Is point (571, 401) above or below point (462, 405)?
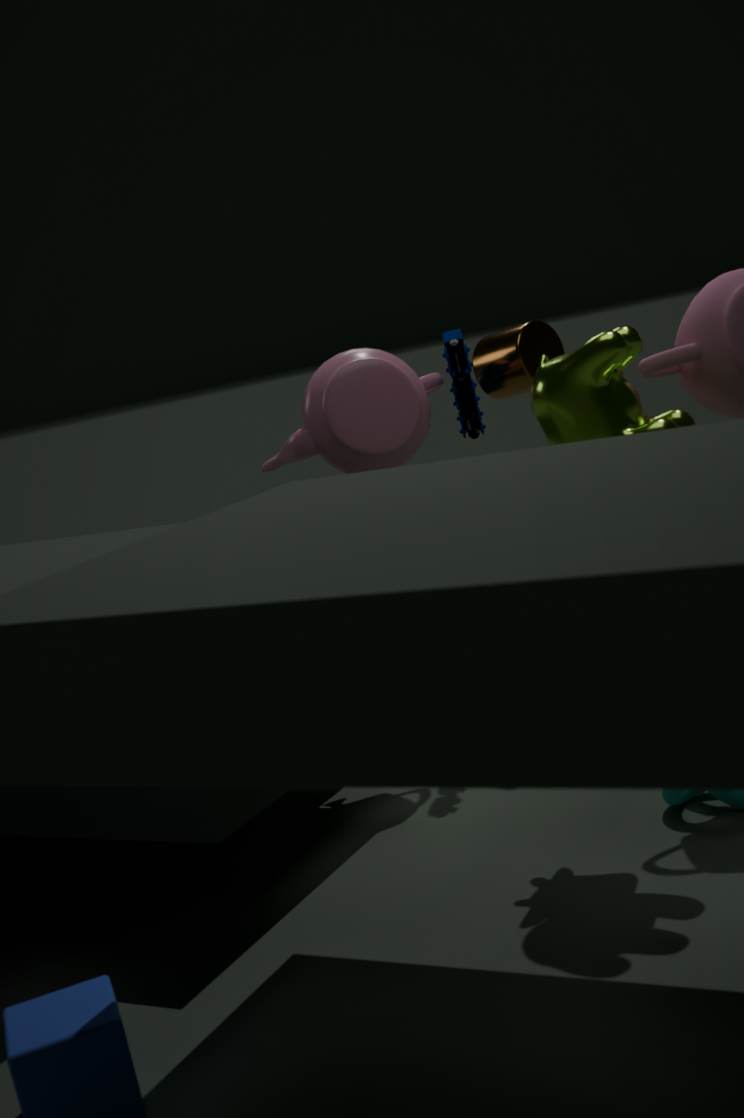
below
